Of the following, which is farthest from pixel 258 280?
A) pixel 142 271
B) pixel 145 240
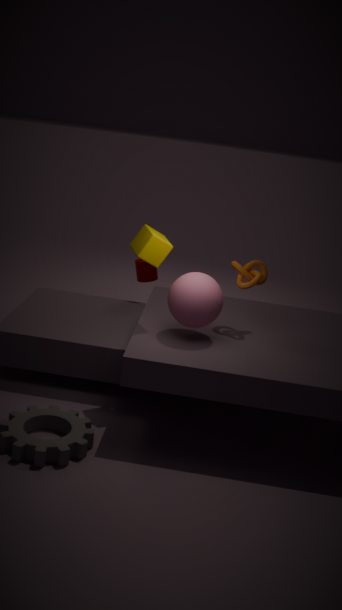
pixel 142 271
